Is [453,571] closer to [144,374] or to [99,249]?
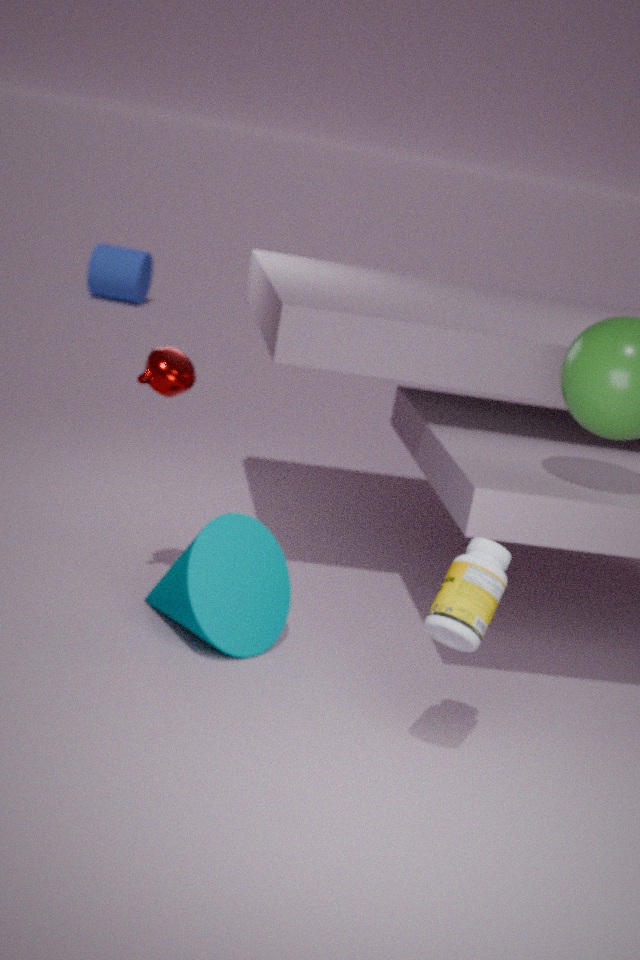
[144,374]
